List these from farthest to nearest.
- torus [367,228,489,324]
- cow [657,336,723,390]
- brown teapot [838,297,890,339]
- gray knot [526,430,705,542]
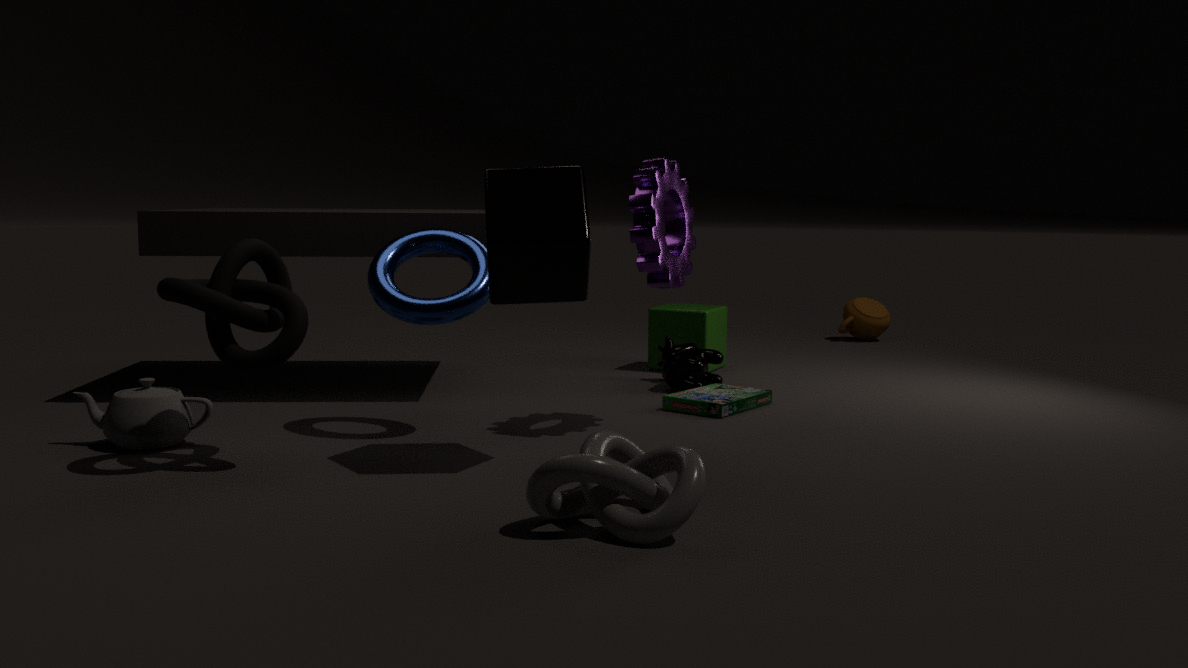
brown teapot [838,297,890,339] < cow [657,336,723,390] < torus [367,228,489,324] < gray knot [526,430,705,542]
